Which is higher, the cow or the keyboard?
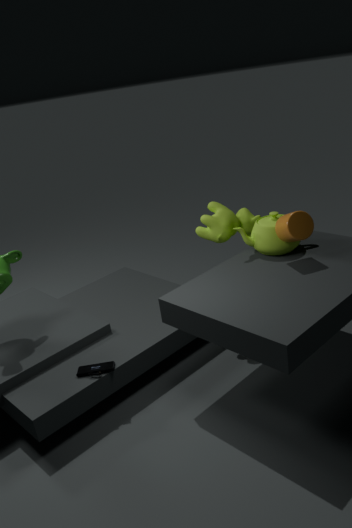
the cow
